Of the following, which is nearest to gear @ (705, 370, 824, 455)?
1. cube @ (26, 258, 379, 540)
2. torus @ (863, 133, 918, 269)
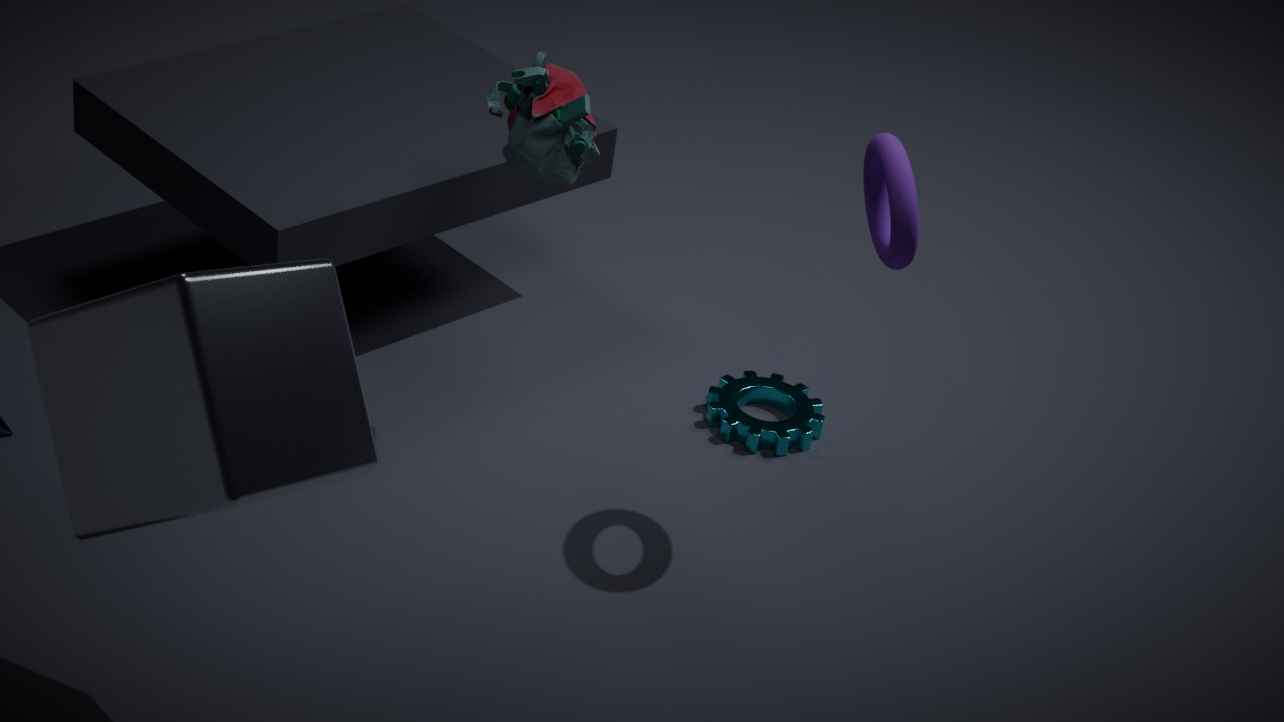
torus @ (863, 133, 918, 269)
